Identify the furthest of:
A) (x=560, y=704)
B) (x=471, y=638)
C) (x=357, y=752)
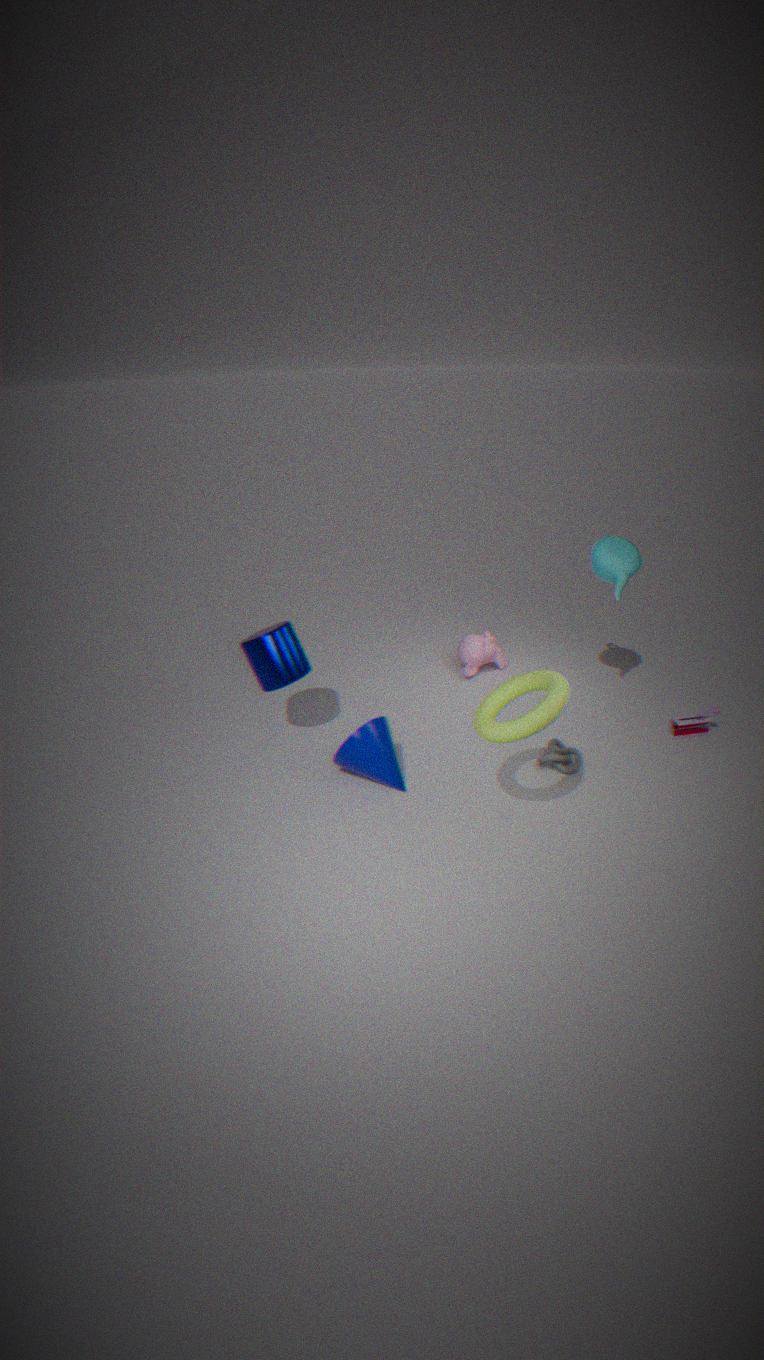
(x=471, y=638)
